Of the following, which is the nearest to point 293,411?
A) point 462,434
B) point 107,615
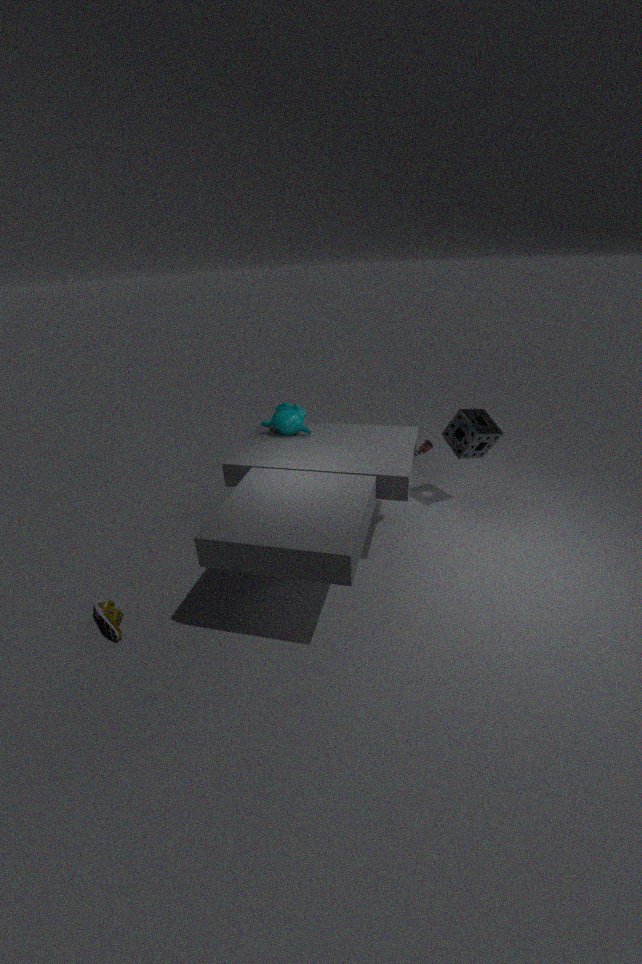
point 462,434
